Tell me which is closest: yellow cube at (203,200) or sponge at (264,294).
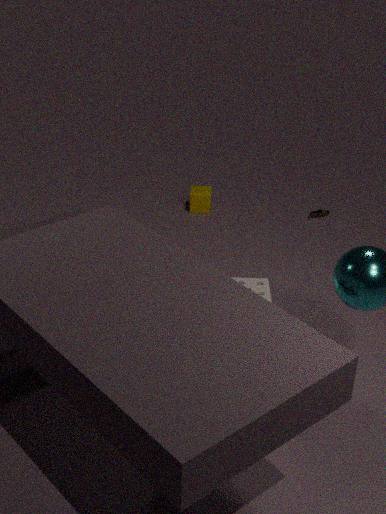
sponge at (264,294)
